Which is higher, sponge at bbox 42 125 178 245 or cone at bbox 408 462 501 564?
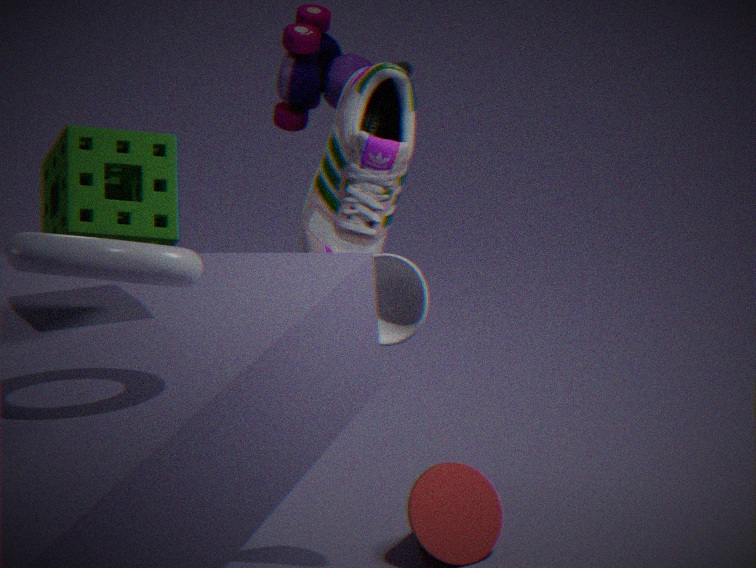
sponge at bbox 42 125 178 245
